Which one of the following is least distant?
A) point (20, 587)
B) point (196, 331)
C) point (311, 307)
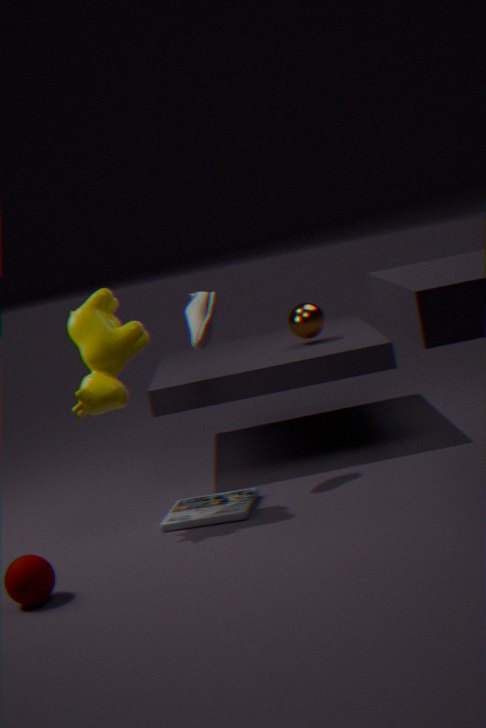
point (20, 587)
